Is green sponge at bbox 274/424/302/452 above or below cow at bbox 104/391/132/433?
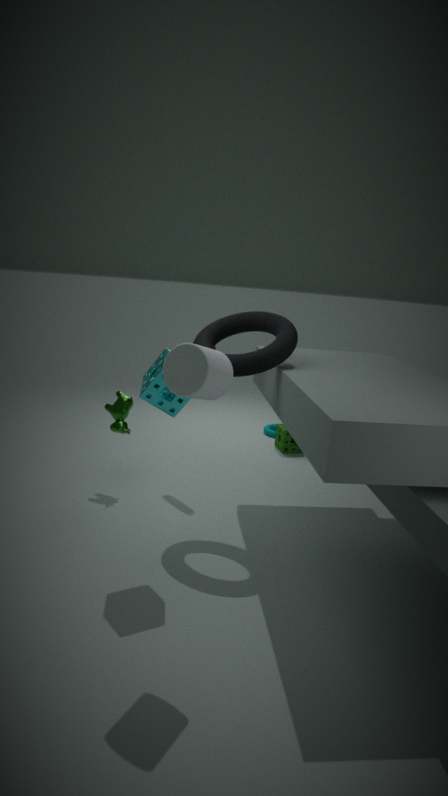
below
